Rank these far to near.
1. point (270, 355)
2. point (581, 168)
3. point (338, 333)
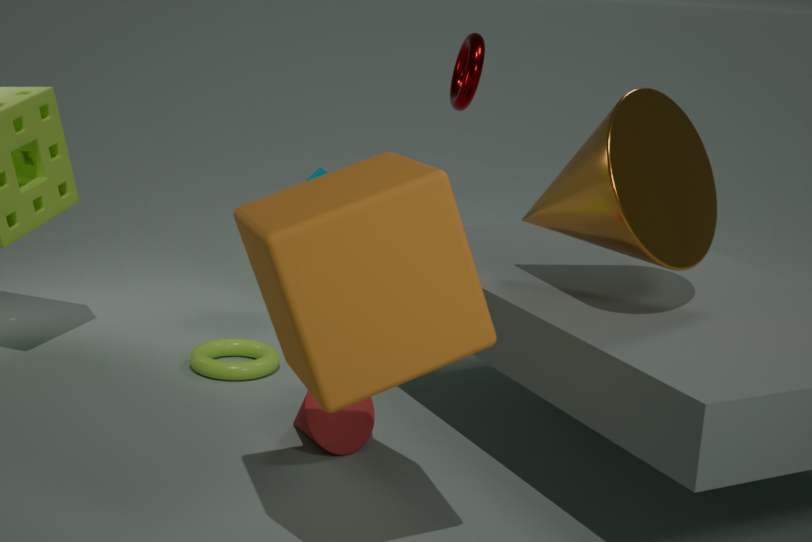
1. point (270, 355)
2. point (581, 168)
3. point (338, 333)
